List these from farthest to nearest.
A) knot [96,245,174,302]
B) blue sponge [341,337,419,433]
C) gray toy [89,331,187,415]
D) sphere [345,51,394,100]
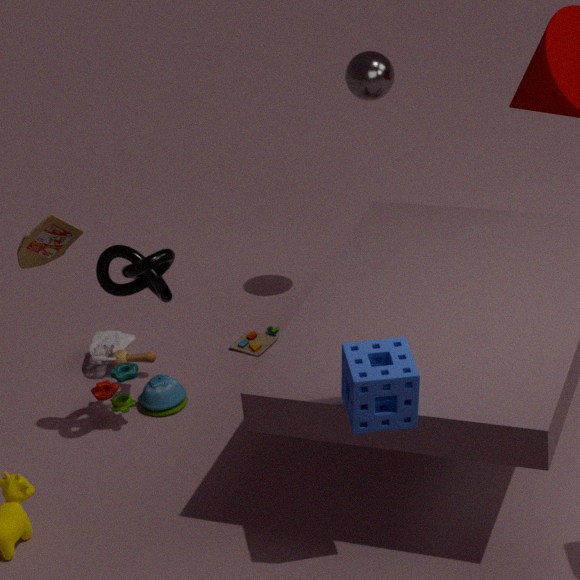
sphere [345,51,394,100], gray toy [89,331,187,415], knot [96,245,174,302], blue sponge [341,337,419,433]
